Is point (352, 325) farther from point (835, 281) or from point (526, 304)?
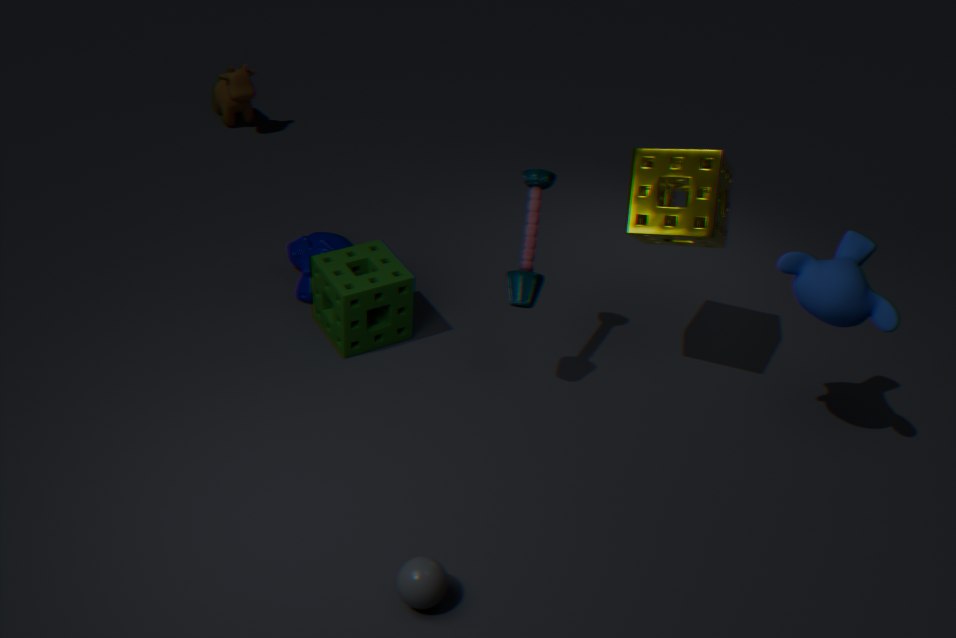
point (835, 281)
